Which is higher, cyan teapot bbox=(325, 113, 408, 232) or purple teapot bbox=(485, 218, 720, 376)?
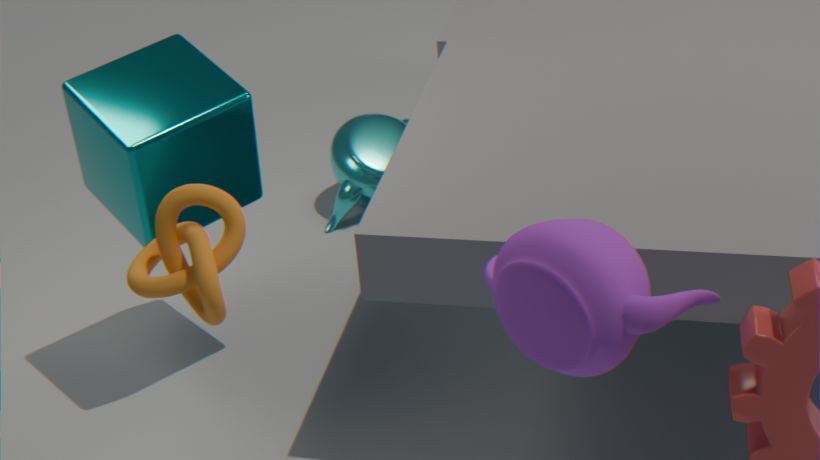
purple teapot bbox=(485, 218, 720, 376)
